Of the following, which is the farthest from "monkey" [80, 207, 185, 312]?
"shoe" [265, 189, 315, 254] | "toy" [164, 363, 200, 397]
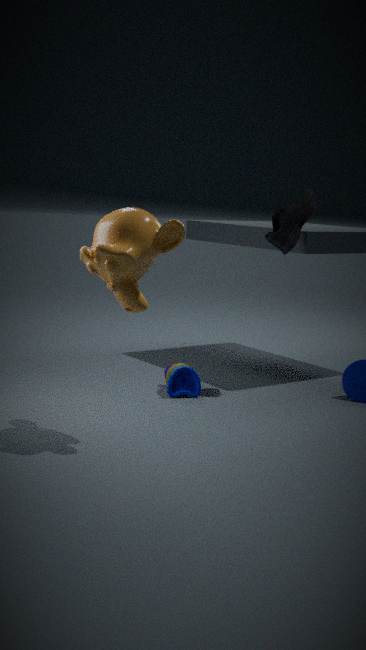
"shoe" [265, 189, 315, 254]
